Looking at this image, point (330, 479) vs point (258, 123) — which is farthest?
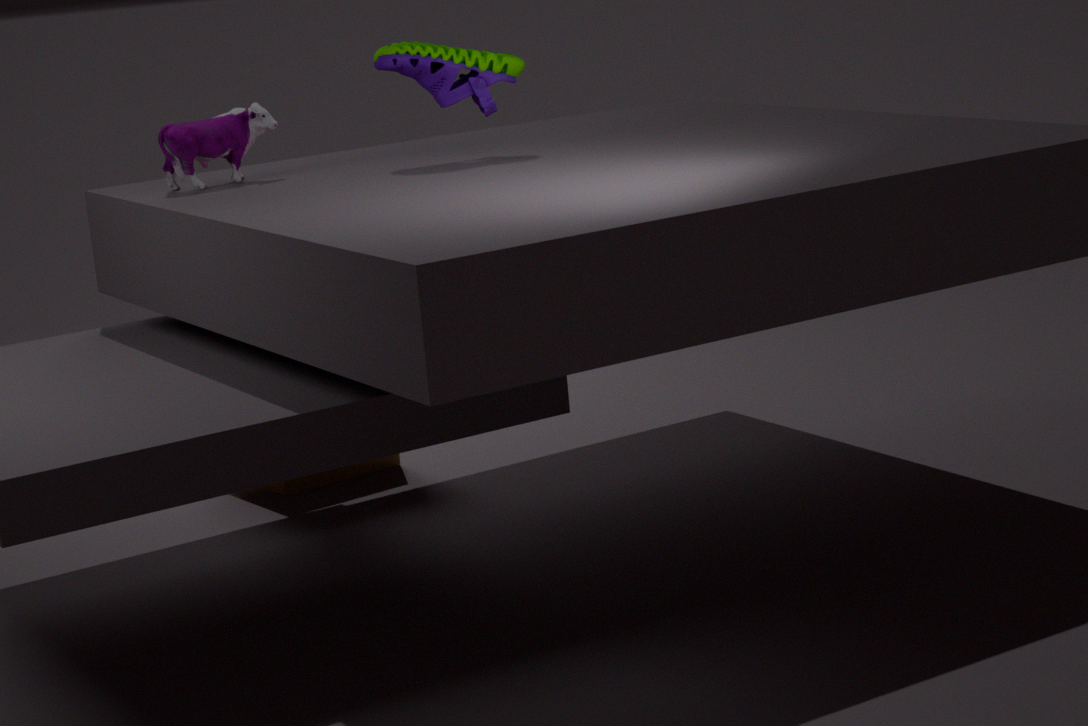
point (330, 479)
